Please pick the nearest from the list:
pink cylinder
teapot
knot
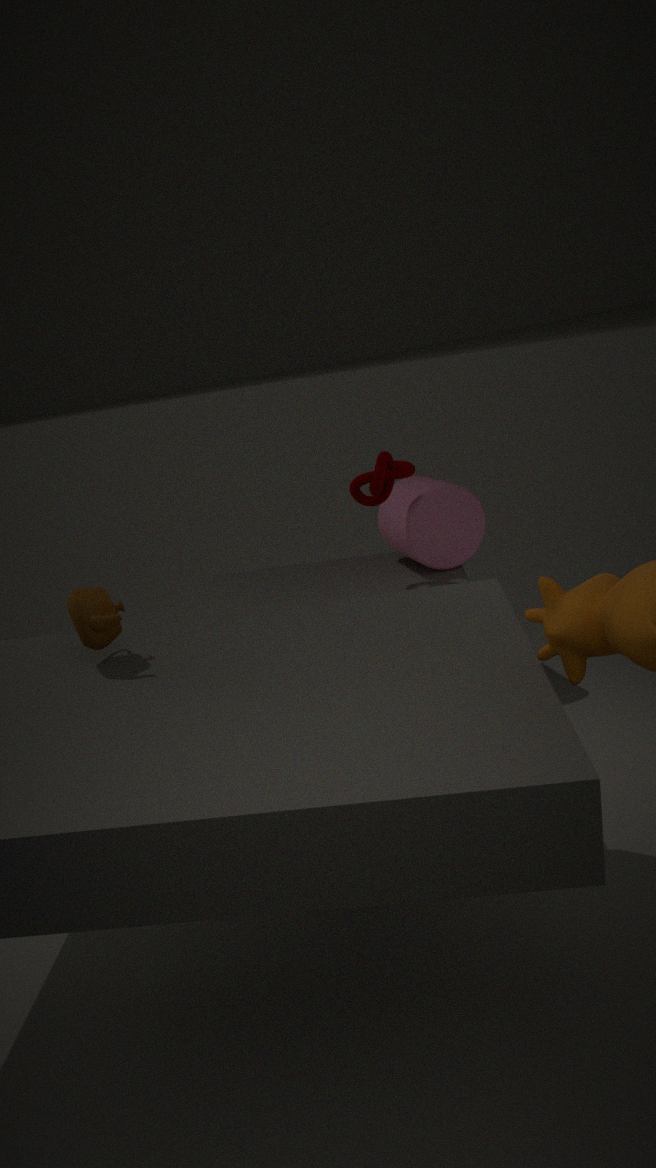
teapot
